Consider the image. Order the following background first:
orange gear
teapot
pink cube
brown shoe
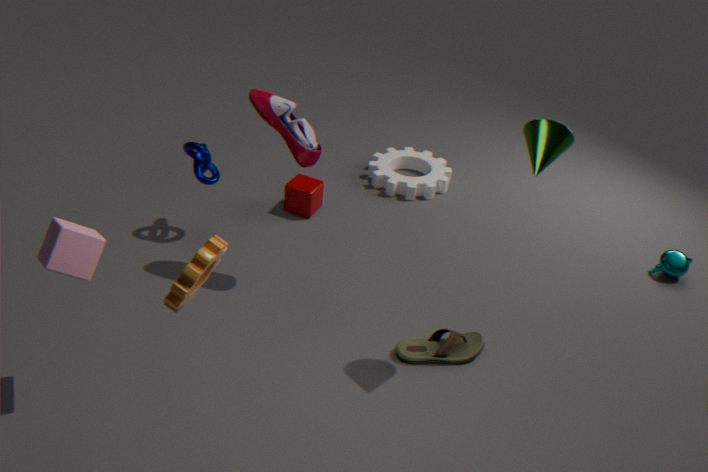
1. teapot
2. brown shoe
3. pink cube
4. orange gear
